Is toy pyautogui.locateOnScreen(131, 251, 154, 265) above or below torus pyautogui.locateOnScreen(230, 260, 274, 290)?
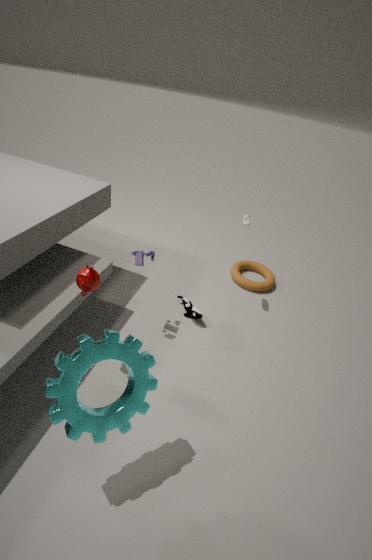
above
